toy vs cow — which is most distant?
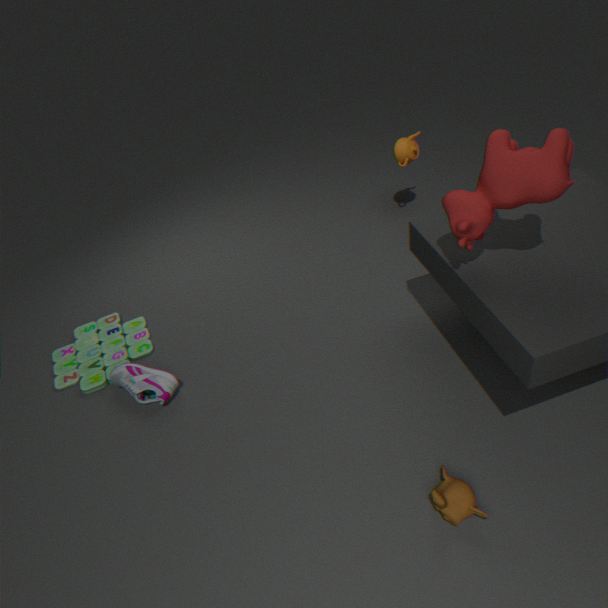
toy
